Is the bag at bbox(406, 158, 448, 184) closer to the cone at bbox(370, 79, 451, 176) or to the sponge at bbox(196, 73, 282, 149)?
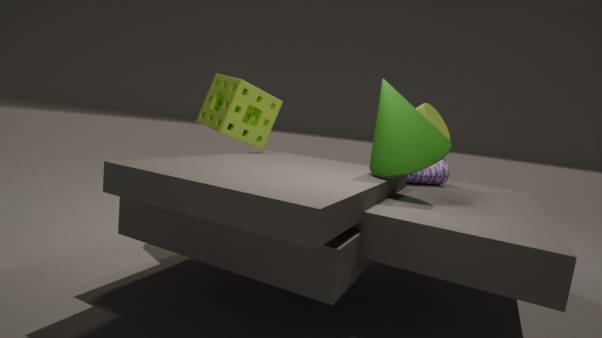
the cone at bbox(370, 79, 451, 176)
